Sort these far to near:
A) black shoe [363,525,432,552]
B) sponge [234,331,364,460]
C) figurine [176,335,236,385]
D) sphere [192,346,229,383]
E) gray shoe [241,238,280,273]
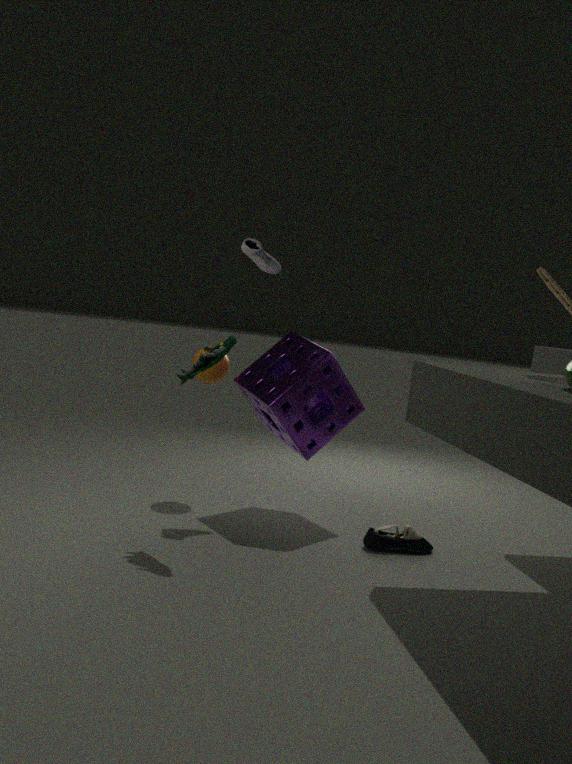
D. sphere [192,346,229,383]
E. gray shoe [241,238,280,273]
B. sponge [234,331,364,460]
A. black shoe [363,525,432,552]
C. figurine [176,335,236,385]
